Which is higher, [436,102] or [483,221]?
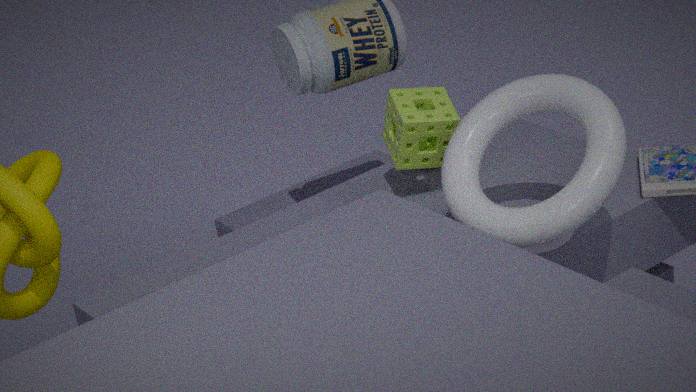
[483,221]
